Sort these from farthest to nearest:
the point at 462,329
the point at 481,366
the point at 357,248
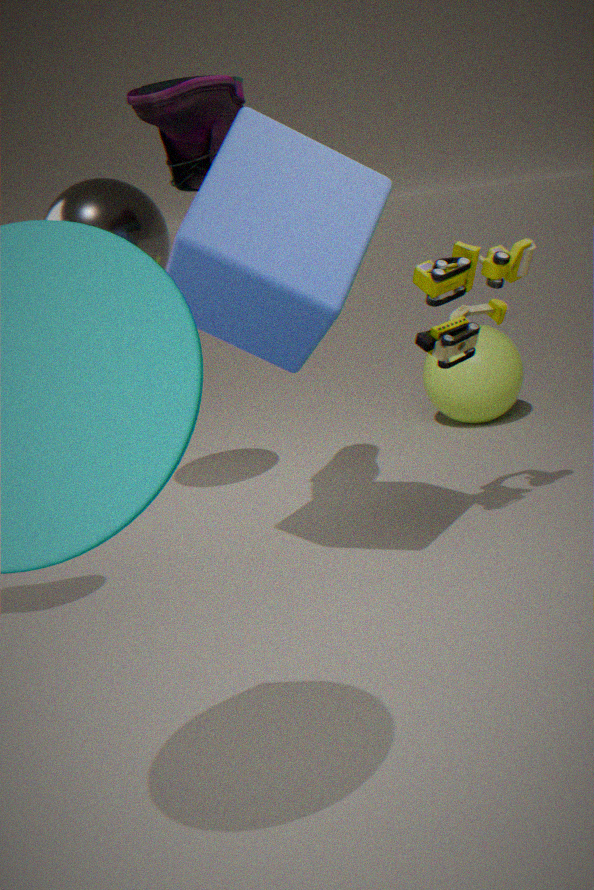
the point at 481,366, the point at 462,329, the point at 357,248
